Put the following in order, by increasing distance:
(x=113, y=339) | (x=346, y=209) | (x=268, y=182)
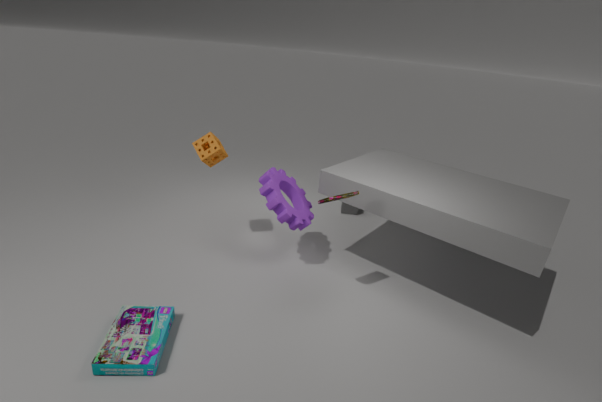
(x=113, y=339) < (x=268, y=182) < (x=346, y=209)
